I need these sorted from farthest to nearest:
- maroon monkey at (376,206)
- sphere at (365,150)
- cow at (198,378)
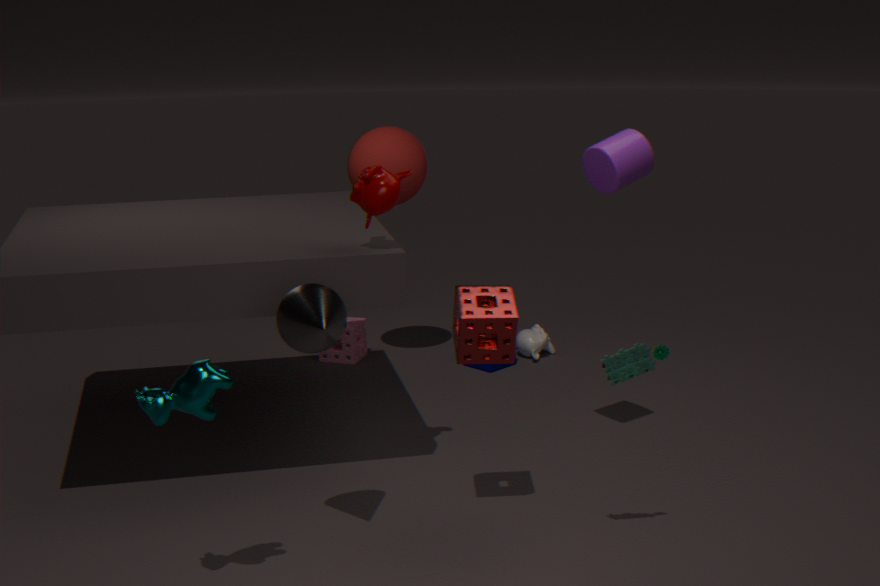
sphere at (365,150)
maroon monkey at (376,206)
cow at (198,378)
